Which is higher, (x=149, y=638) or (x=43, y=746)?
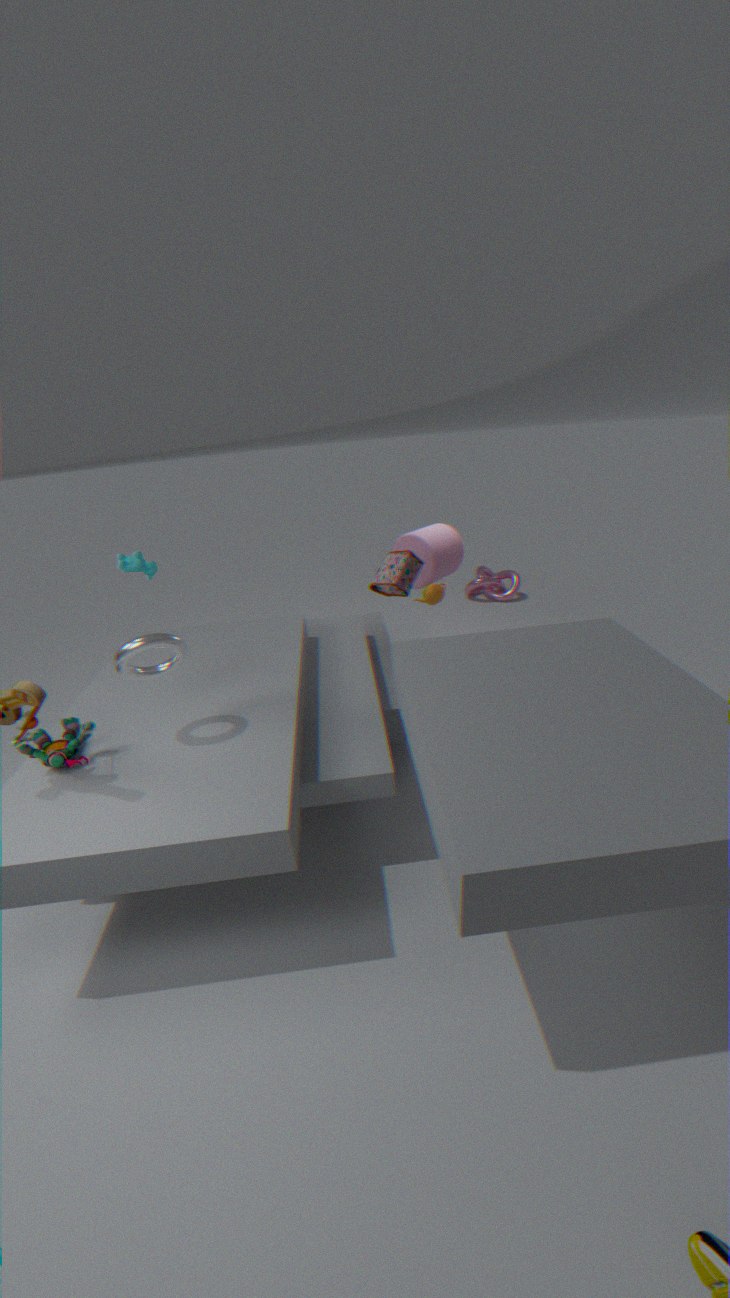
(x=149, y=638)
